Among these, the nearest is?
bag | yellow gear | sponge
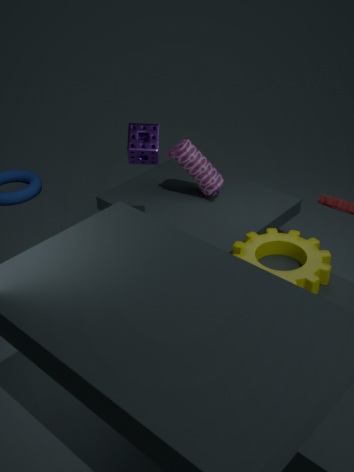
yellow gear
